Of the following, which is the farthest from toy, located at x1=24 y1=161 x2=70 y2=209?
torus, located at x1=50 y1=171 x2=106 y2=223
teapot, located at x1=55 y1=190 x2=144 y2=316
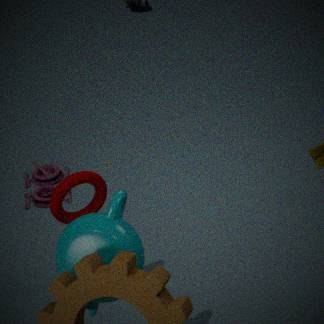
teapot, located at x1=55 y1=190 x2=144 y2=316
